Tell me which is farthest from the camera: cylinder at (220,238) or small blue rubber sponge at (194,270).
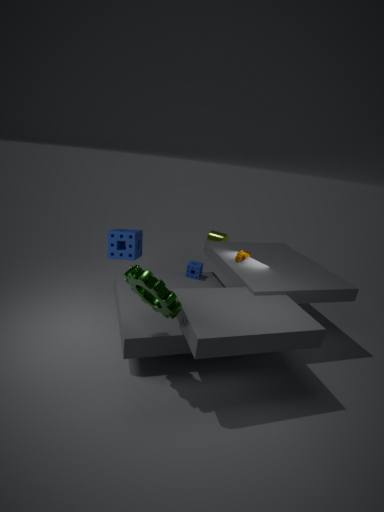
cylinder at (220,238)
